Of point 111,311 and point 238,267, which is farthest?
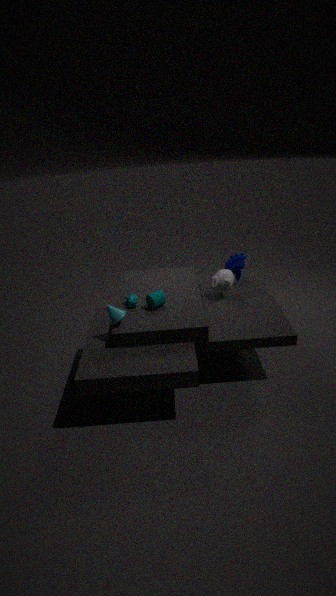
point 238,267
